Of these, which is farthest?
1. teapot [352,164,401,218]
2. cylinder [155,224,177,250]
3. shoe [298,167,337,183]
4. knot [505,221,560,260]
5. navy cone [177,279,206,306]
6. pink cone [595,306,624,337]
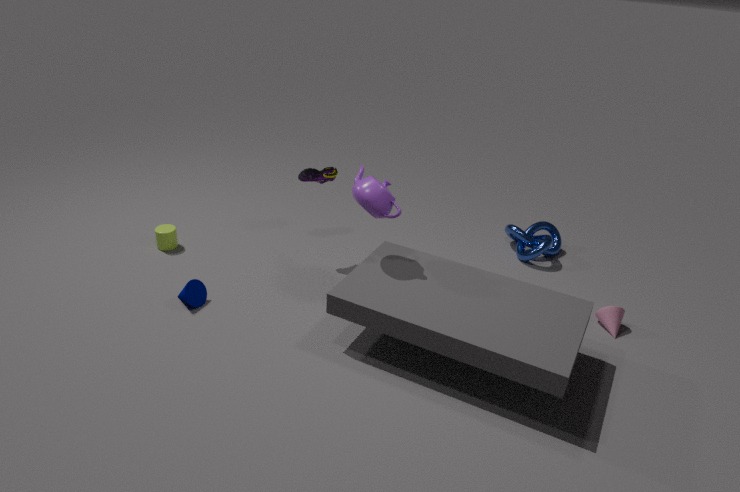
knot [505,221,560,260]
